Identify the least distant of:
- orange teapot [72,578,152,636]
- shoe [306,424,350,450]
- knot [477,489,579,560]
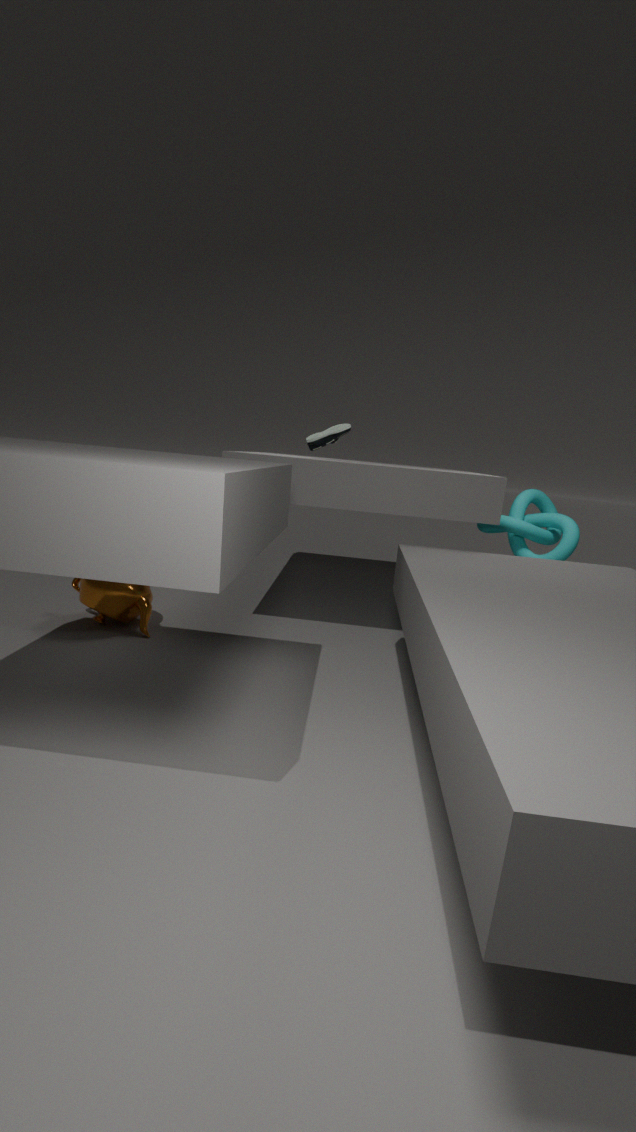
orange teapot [72,578,152,636]
